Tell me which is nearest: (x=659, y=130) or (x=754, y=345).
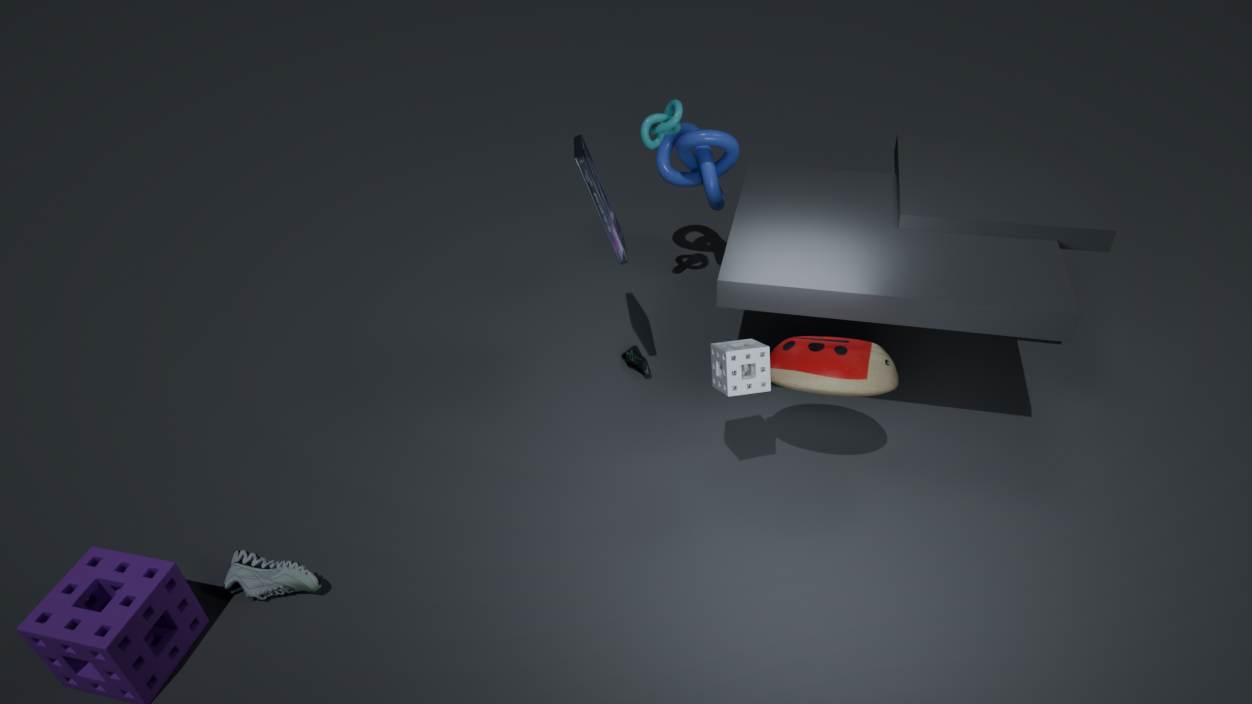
(x=754, y=345)
